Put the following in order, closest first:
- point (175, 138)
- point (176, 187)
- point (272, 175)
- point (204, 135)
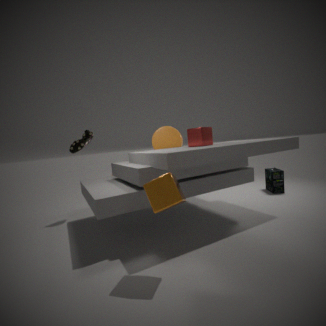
point (176, 187), point (204, 135), point (175, 138), point (272, 175)
